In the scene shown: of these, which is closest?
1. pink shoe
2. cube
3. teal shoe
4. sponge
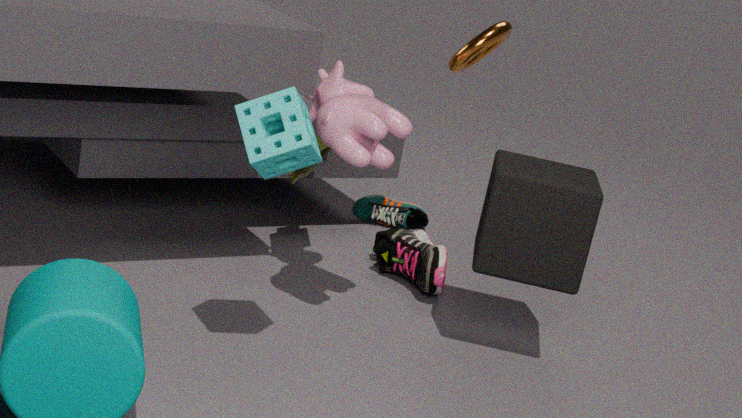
sponge
